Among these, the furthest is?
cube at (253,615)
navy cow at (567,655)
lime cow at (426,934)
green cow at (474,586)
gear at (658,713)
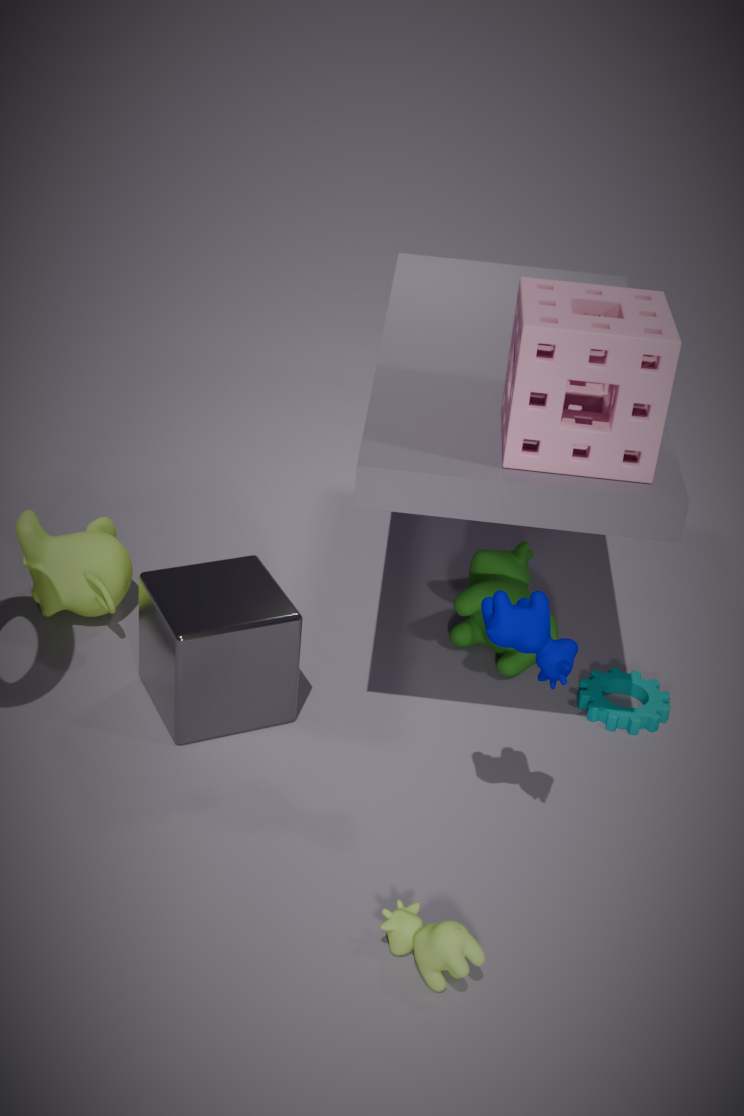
green cow at (474,586)
